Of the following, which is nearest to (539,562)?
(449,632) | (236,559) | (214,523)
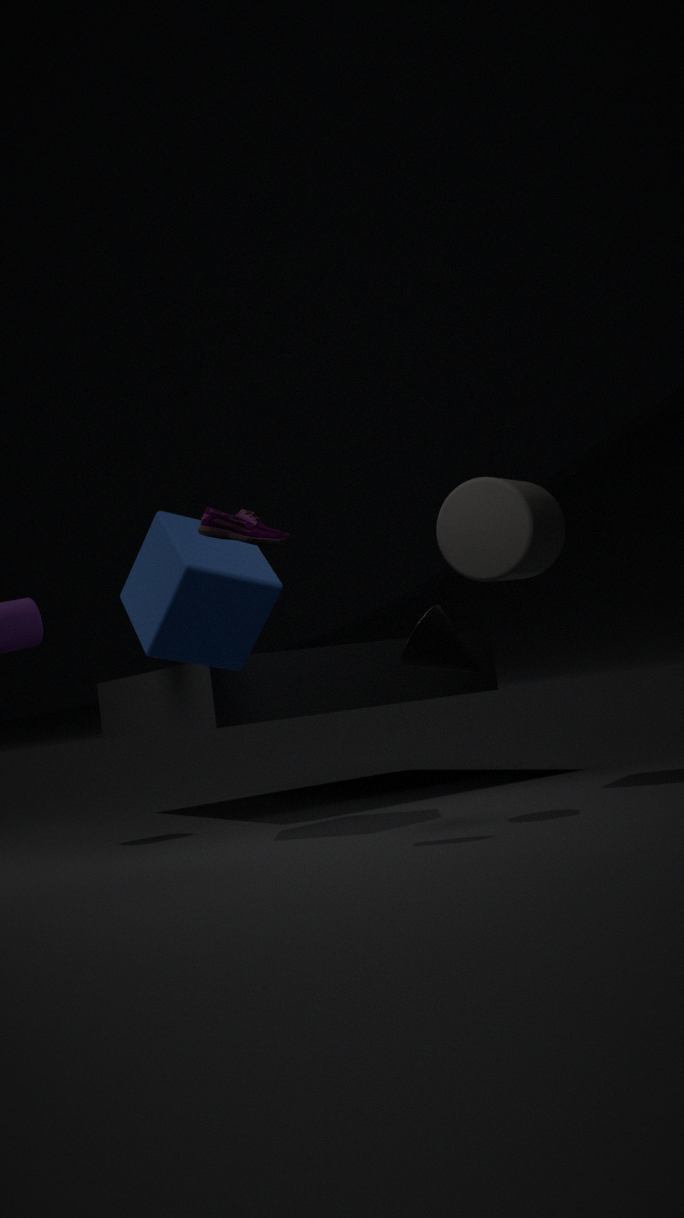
(449,632)
